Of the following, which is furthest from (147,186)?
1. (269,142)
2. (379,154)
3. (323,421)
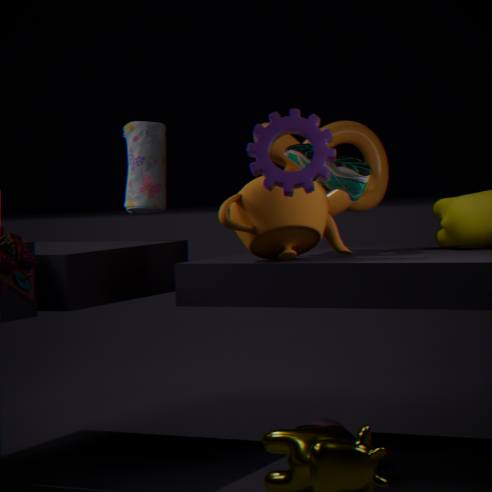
(323,421)
